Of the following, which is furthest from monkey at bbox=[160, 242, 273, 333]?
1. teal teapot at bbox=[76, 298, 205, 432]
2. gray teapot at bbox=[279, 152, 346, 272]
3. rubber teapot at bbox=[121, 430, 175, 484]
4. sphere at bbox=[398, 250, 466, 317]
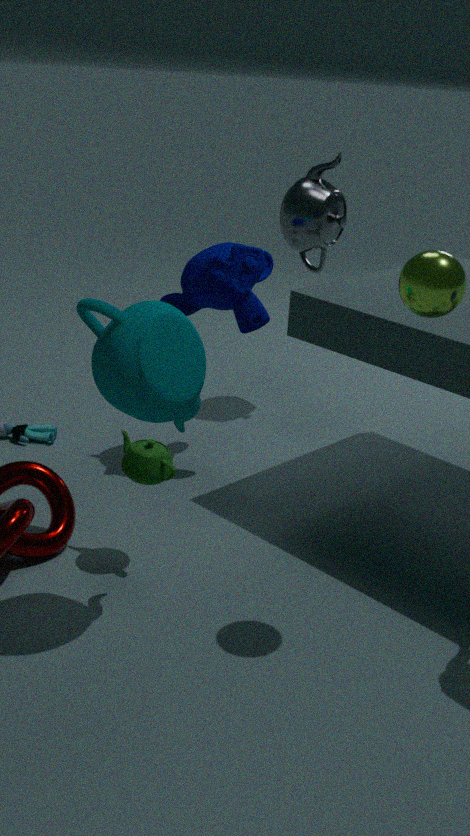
sphere at bbox=[398, 250, 466, 317]
